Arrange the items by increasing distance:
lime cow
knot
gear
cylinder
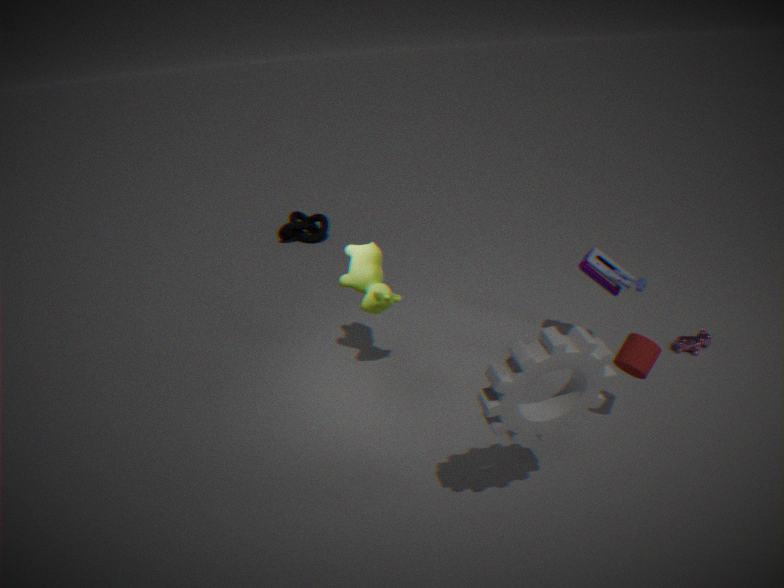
gear
cylinder
lime cow
knot
